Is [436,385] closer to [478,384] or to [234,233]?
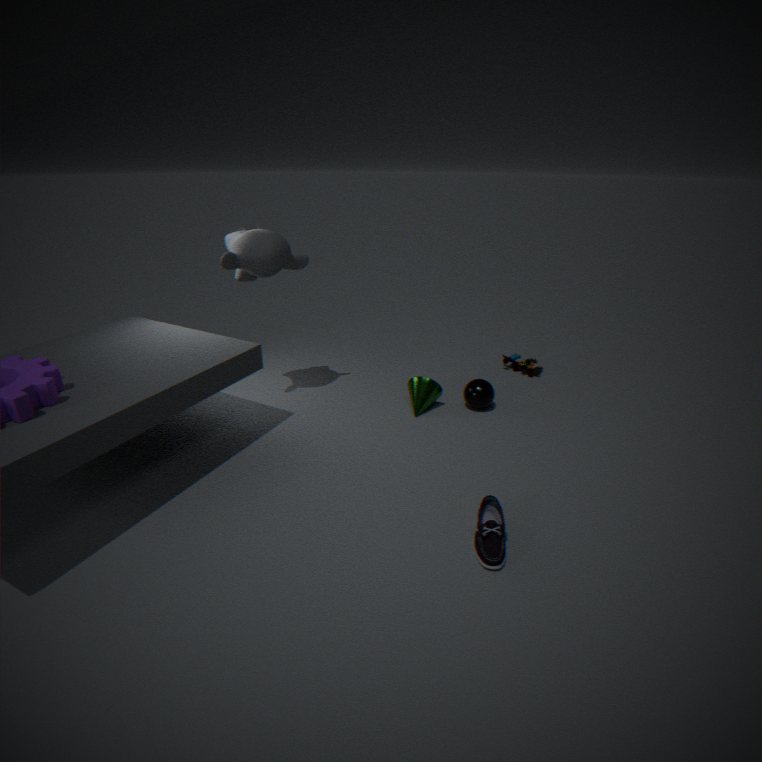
[478,384]
